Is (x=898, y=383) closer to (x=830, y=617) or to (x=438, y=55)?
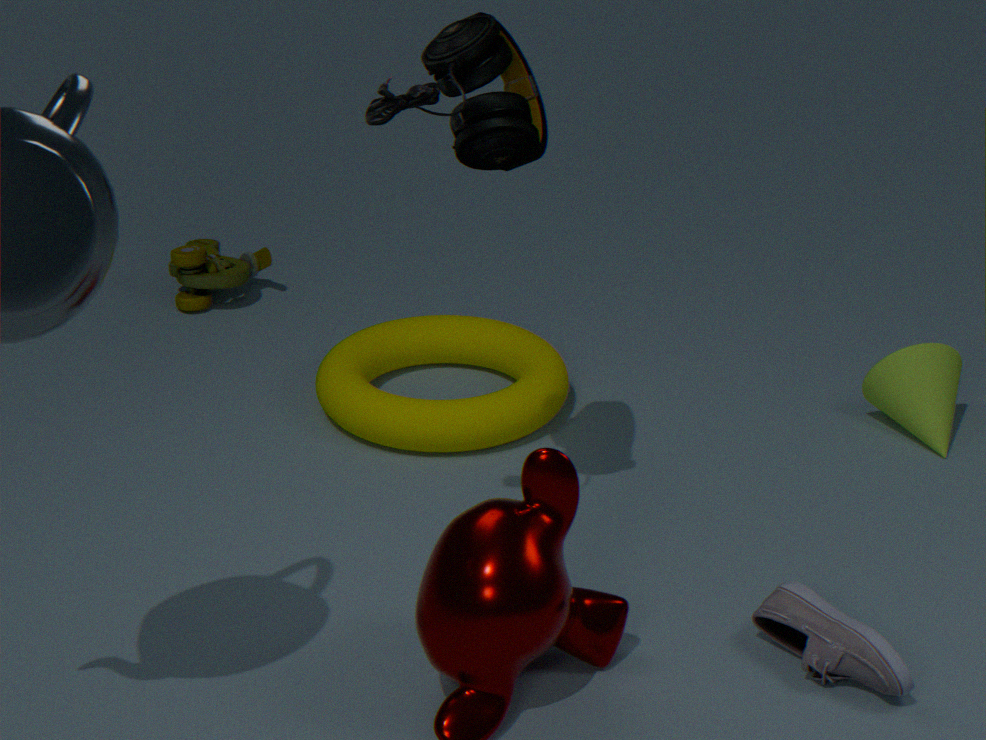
(x=830, y=617)
